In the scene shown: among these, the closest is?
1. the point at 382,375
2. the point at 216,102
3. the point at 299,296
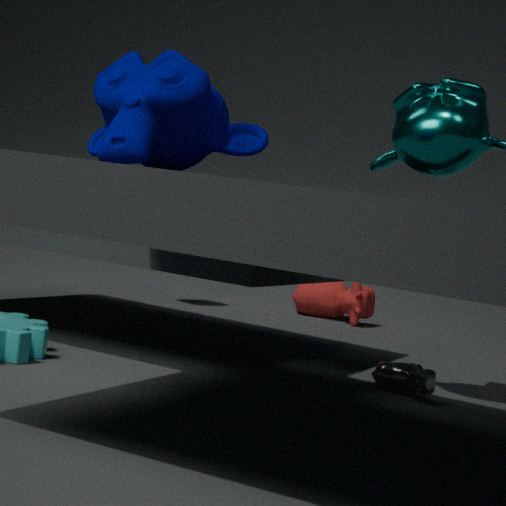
the point at 216,102
